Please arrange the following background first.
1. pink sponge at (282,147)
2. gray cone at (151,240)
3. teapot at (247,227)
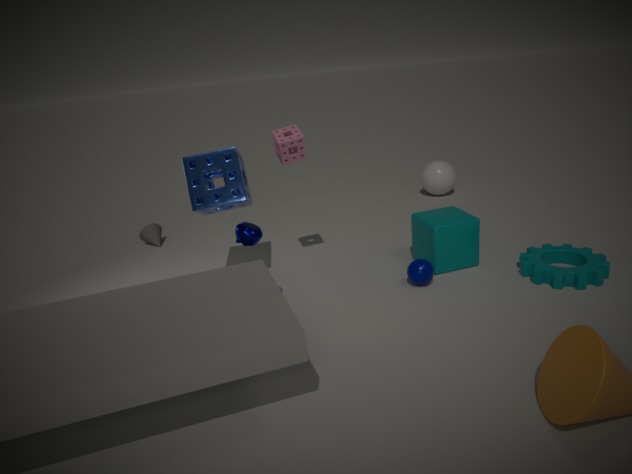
gray cone at (151,240) → pink sponge at (282,147) → teapot at (247,227)
